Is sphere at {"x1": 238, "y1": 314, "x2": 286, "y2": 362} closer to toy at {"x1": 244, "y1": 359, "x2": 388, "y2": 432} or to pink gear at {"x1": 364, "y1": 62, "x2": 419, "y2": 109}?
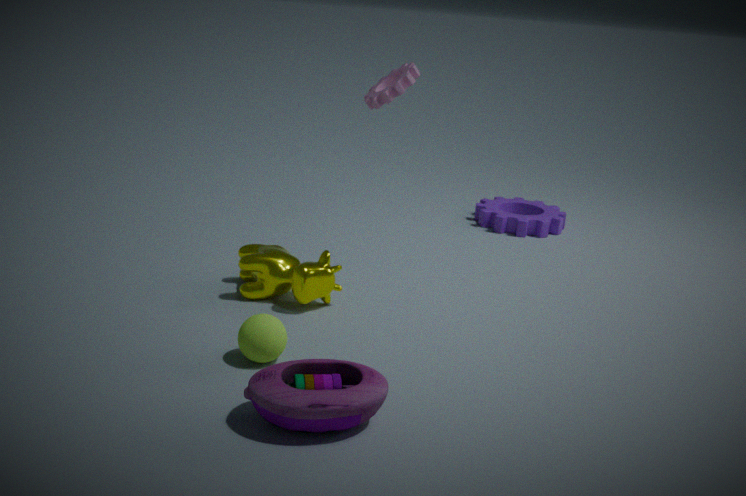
toy at {"x1": 244, "y1": 359, "x2": 388, "y2": 432}
